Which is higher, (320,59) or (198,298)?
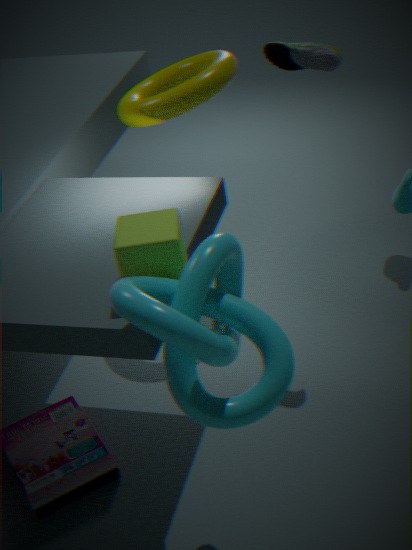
(320,59)
